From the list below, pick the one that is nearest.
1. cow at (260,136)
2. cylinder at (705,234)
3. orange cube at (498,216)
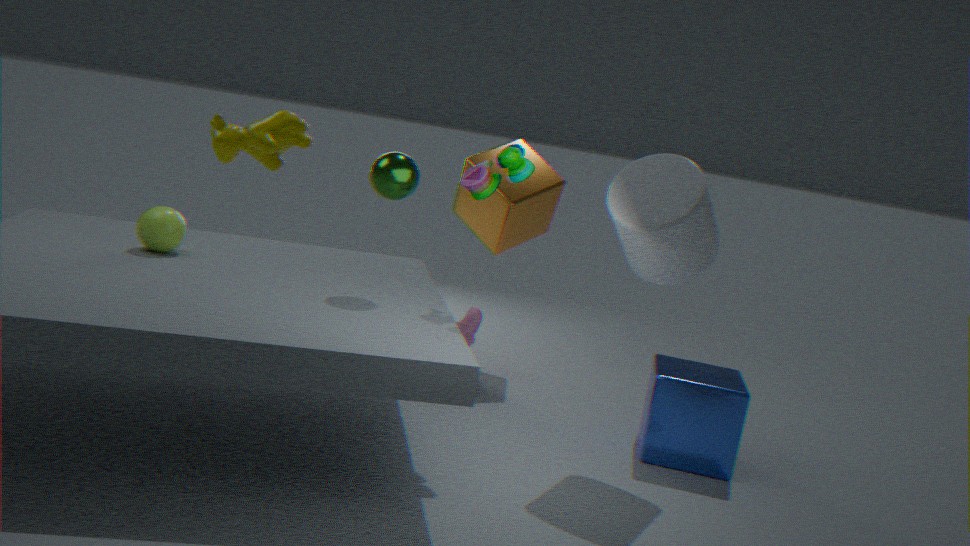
cow at (260,136)
